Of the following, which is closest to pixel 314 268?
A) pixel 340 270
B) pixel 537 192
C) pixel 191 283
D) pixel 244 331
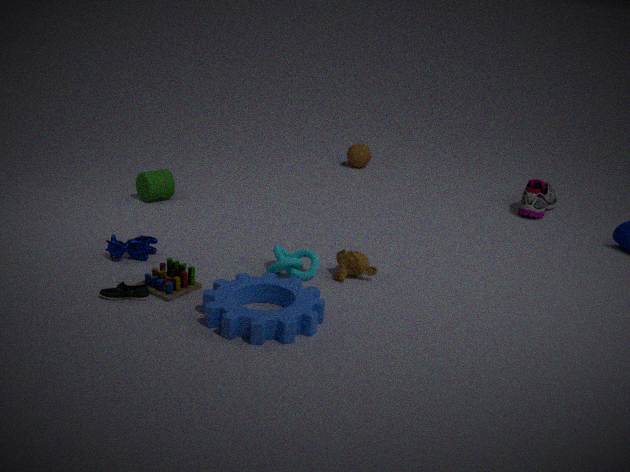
pixel 340 270
